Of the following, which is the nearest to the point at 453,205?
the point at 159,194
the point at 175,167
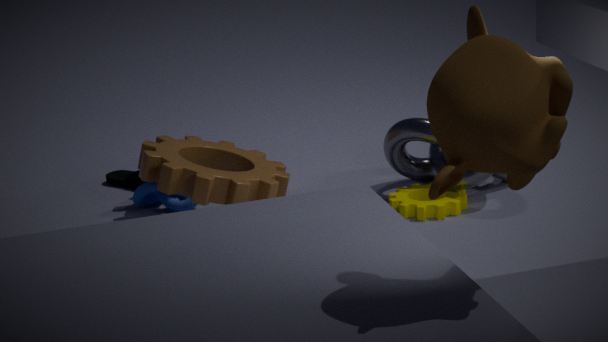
the point at 175,167
